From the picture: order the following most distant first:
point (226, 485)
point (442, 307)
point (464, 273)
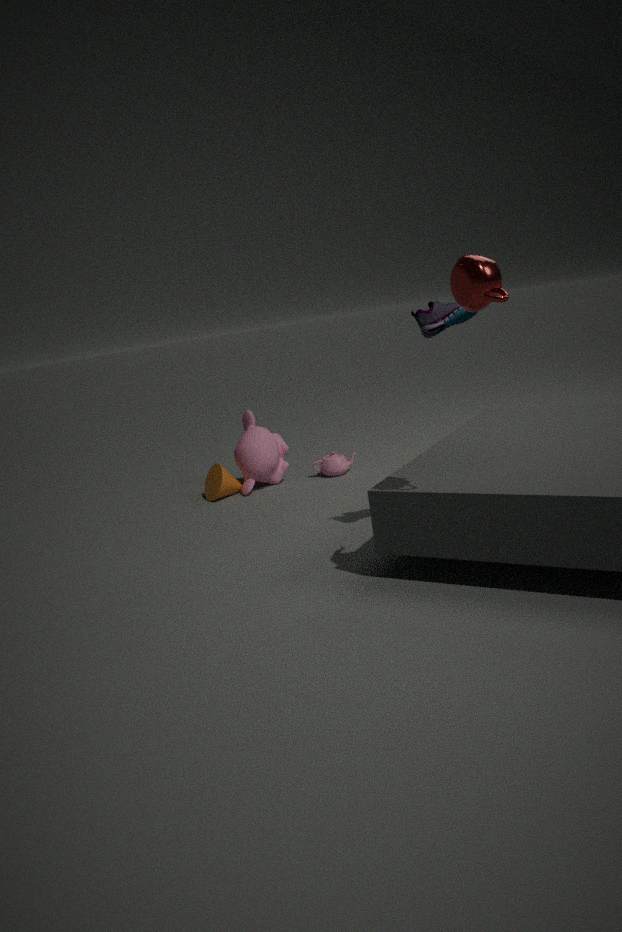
point (226, 485) < point (442, 307) < point (464, 273)
